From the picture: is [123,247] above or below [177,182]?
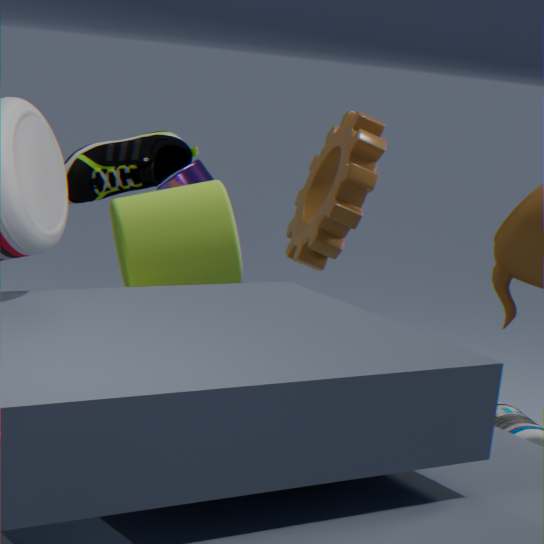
below
